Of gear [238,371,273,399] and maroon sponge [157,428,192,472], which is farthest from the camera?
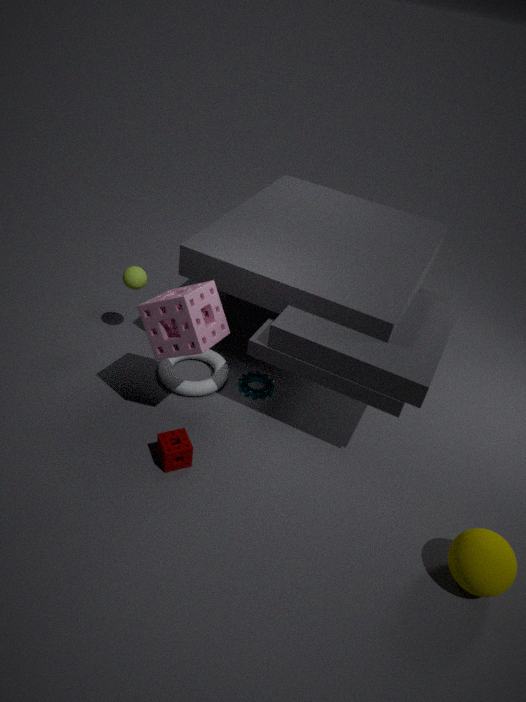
gear [238,371,273,399]
